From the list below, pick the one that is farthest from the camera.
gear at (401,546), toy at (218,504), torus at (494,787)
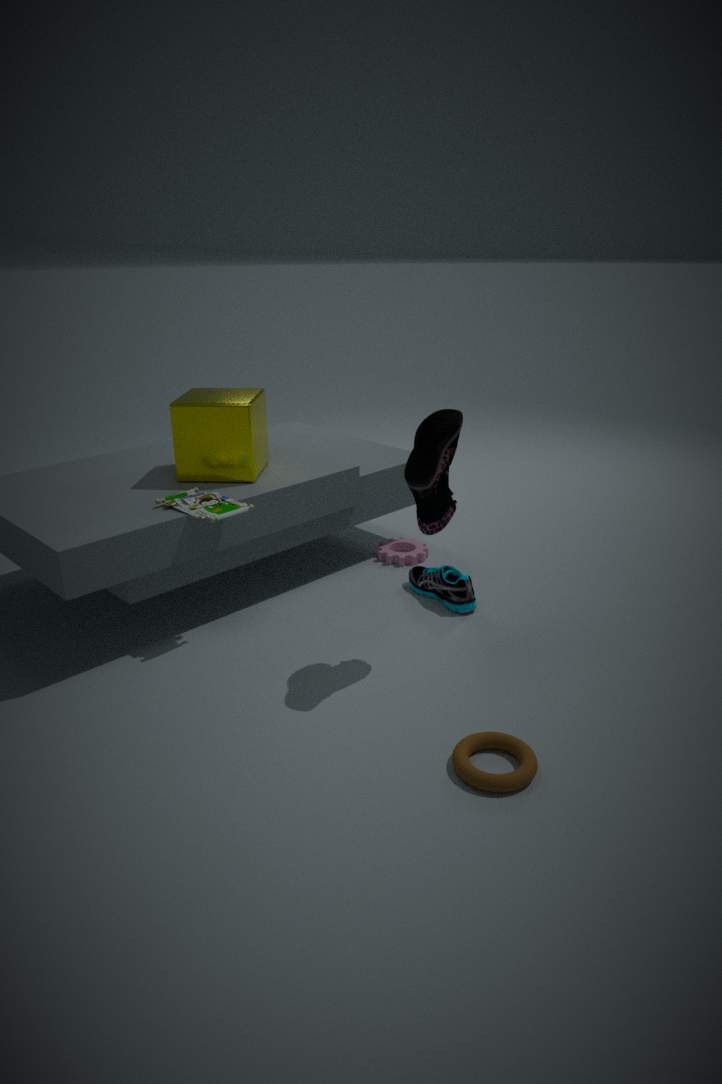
gear at (401,546)
